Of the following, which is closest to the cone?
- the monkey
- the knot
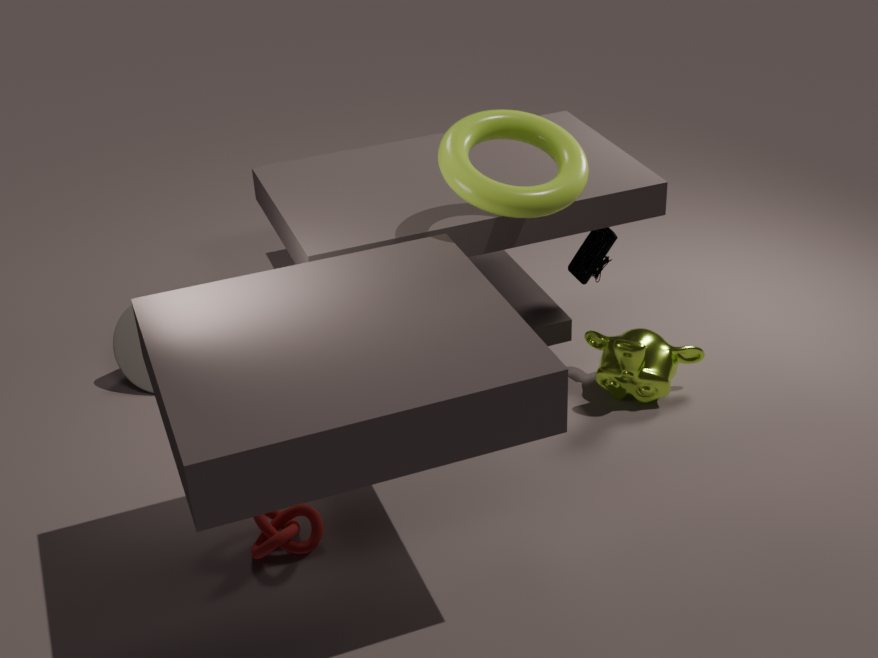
the knot
